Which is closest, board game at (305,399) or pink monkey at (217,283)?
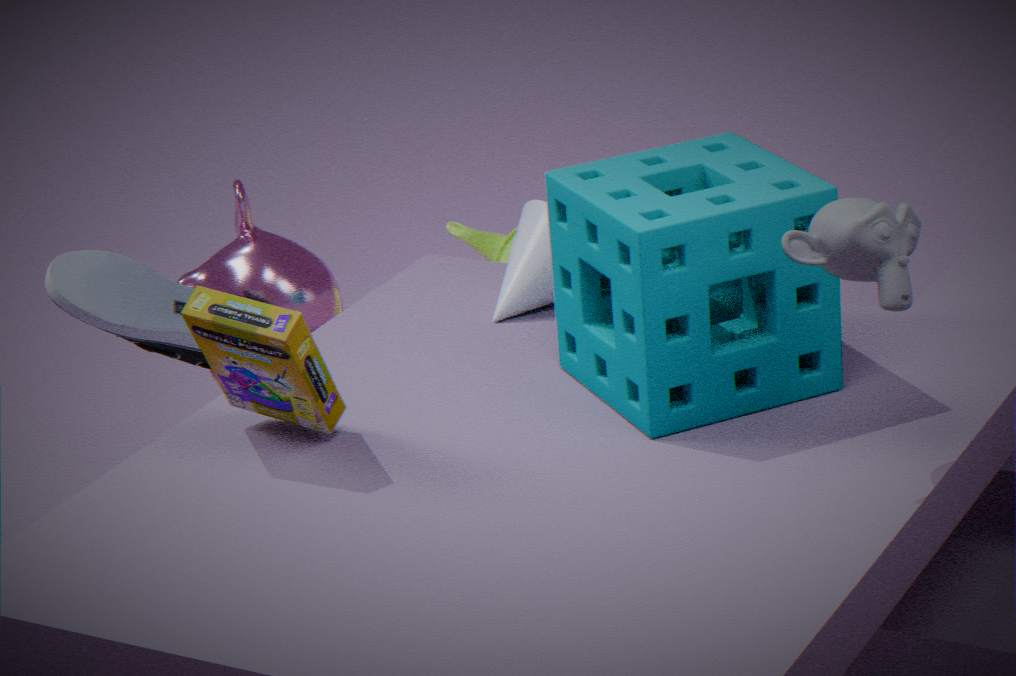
board game at (305,399)
